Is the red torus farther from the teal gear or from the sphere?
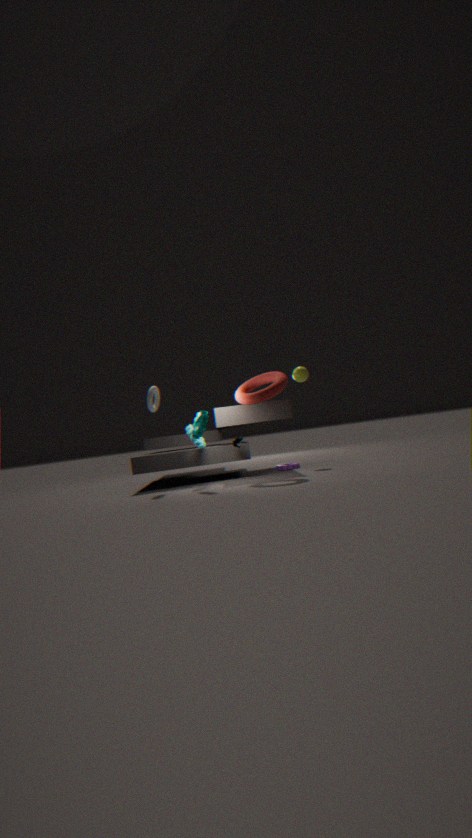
the sphere
